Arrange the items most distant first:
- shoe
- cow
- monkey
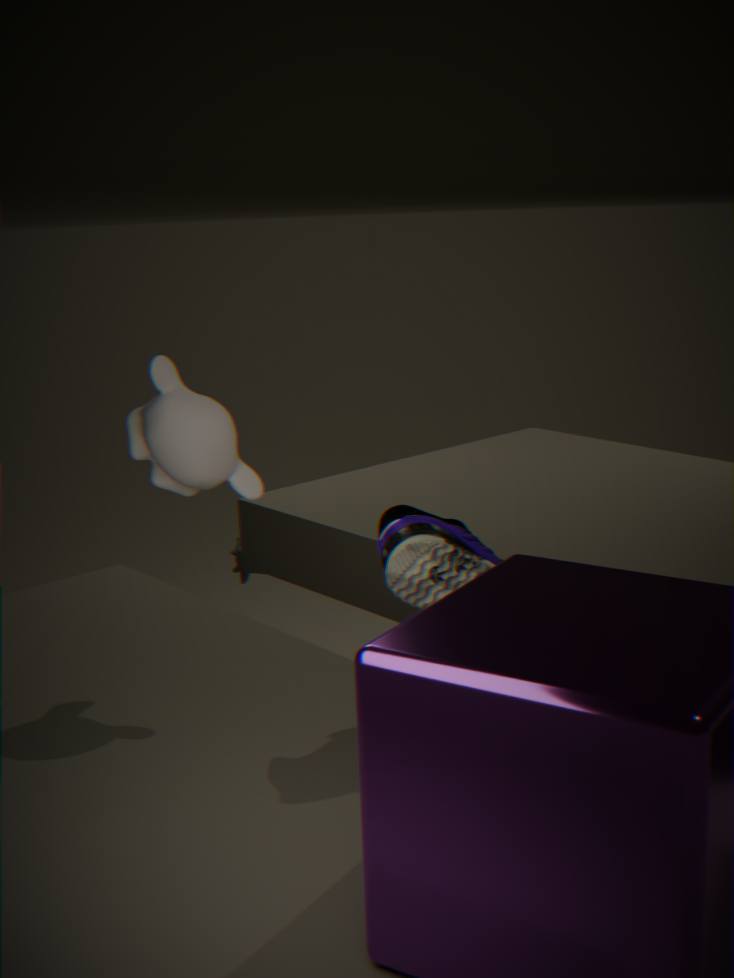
cow, monkey, shoe
